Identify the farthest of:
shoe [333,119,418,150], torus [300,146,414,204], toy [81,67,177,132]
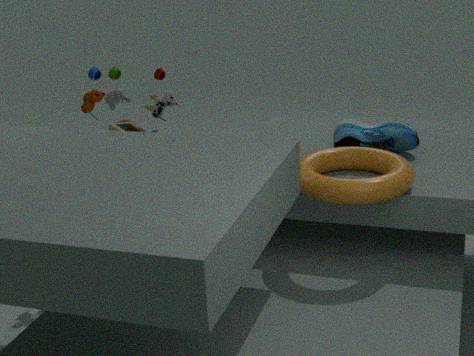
toy [81,67,177,132]
